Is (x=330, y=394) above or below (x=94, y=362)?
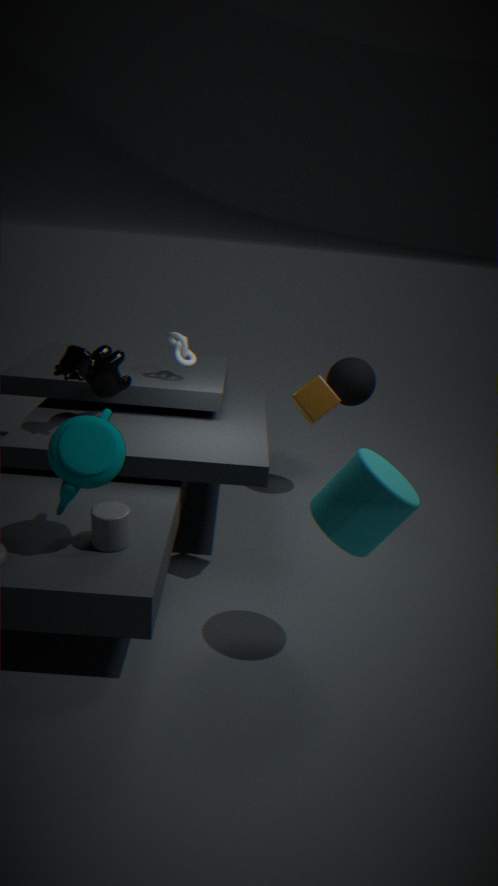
above
